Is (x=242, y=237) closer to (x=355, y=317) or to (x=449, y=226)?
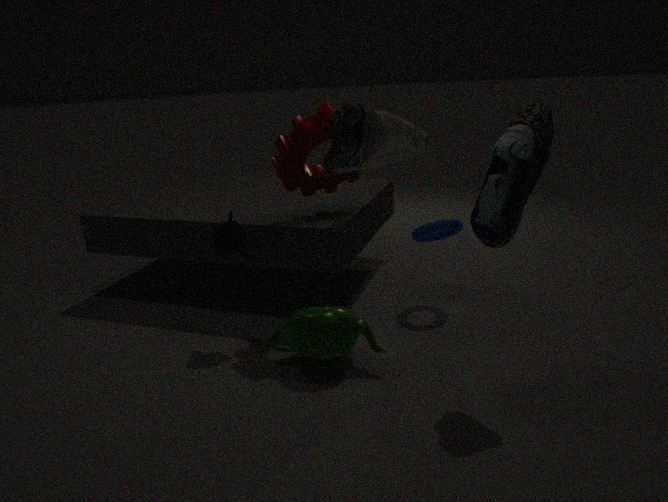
(x=355, y=317)
